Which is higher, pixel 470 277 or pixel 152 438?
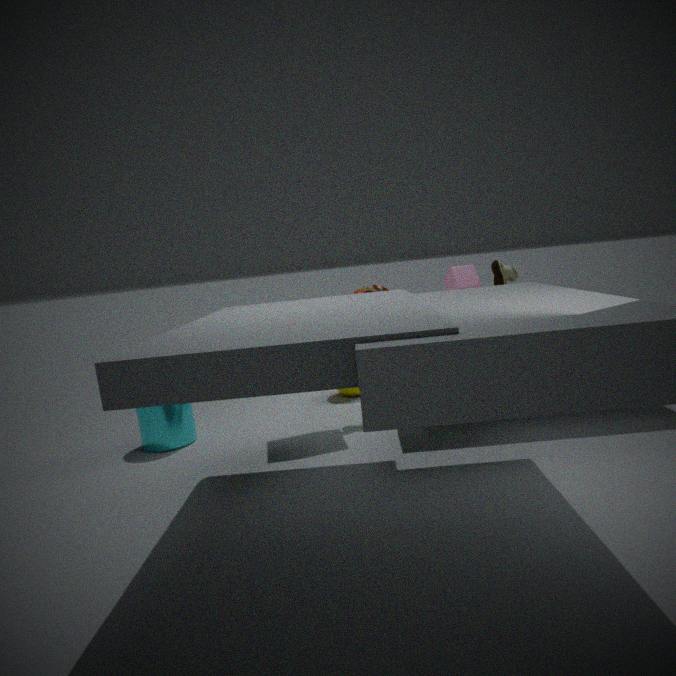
pixel 470 277
